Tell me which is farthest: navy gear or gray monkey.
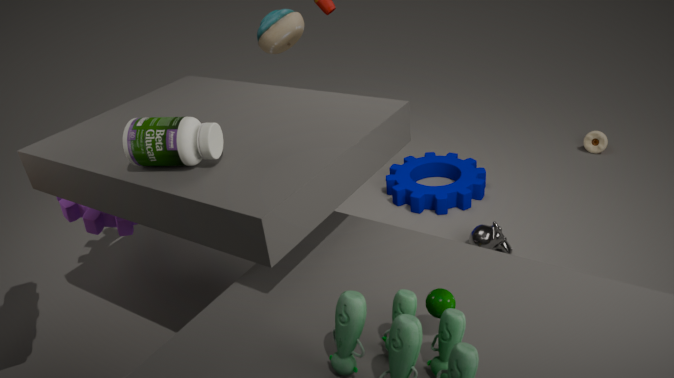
navy gear
